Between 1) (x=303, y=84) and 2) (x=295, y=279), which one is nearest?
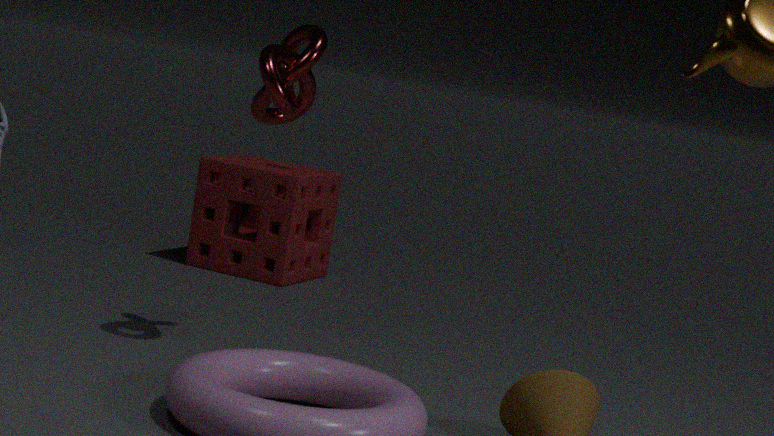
1. (x=303, y=84)
